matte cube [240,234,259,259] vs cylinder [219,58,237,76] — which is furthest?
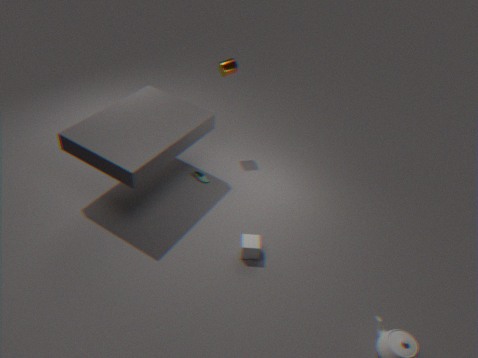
cylinder [219,58,237,76]
